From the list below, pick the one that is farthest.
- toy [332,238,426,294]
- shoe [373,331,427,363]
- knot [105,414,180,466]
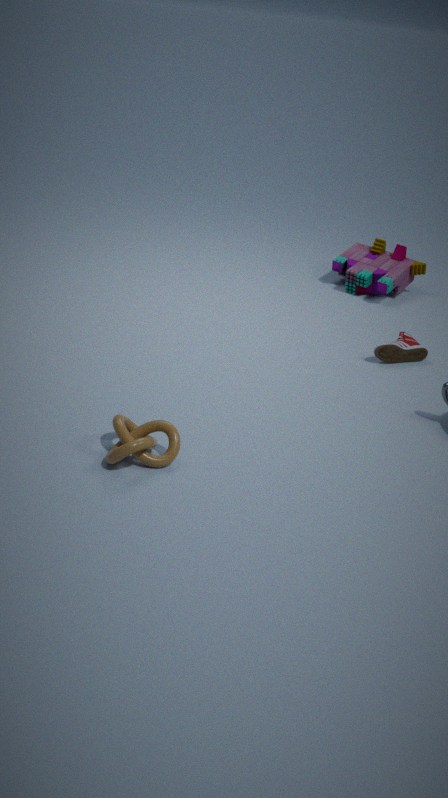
toy [332,238,426,294]
